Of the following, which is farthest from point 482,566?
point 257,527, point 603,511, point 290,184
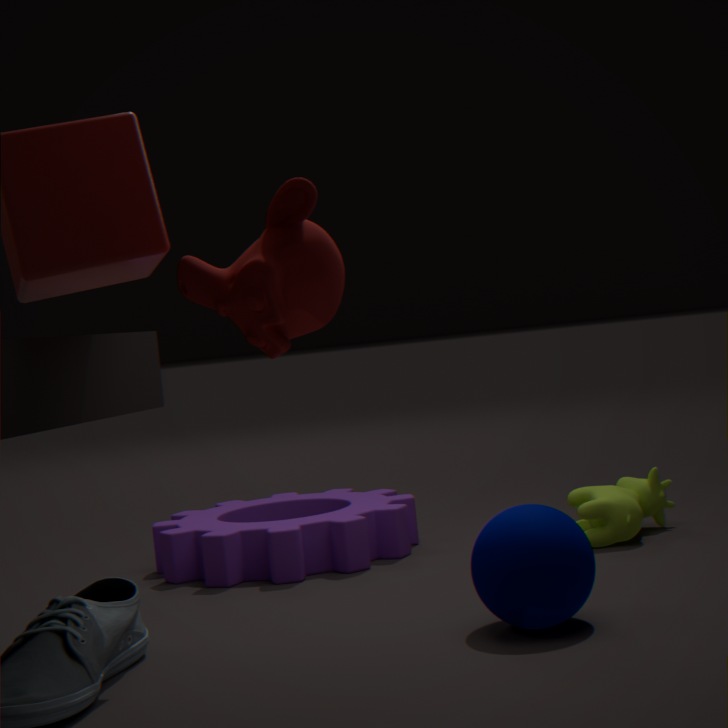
point 257,527
